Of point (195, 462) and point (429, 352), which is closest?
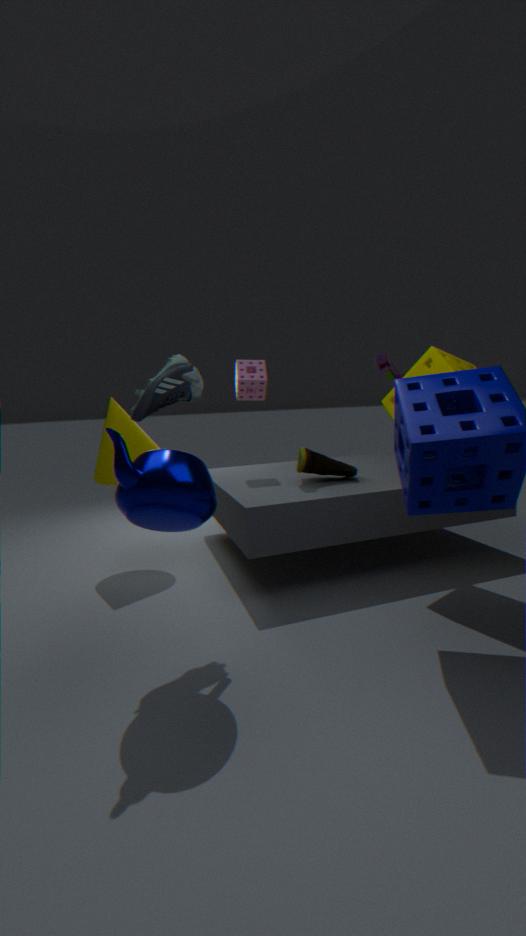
point (195, 462)
